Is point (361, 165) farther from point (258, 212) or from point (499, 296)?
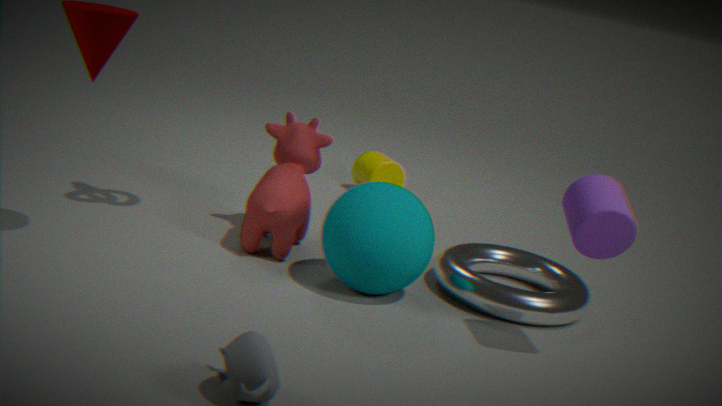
point (499, 296)
